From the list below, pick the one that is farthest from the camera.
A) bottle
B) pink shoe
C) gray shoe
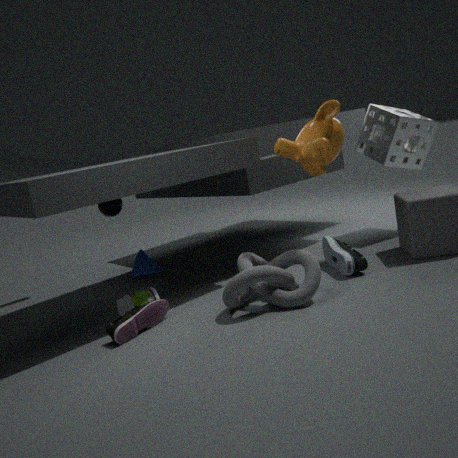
gray shoe
